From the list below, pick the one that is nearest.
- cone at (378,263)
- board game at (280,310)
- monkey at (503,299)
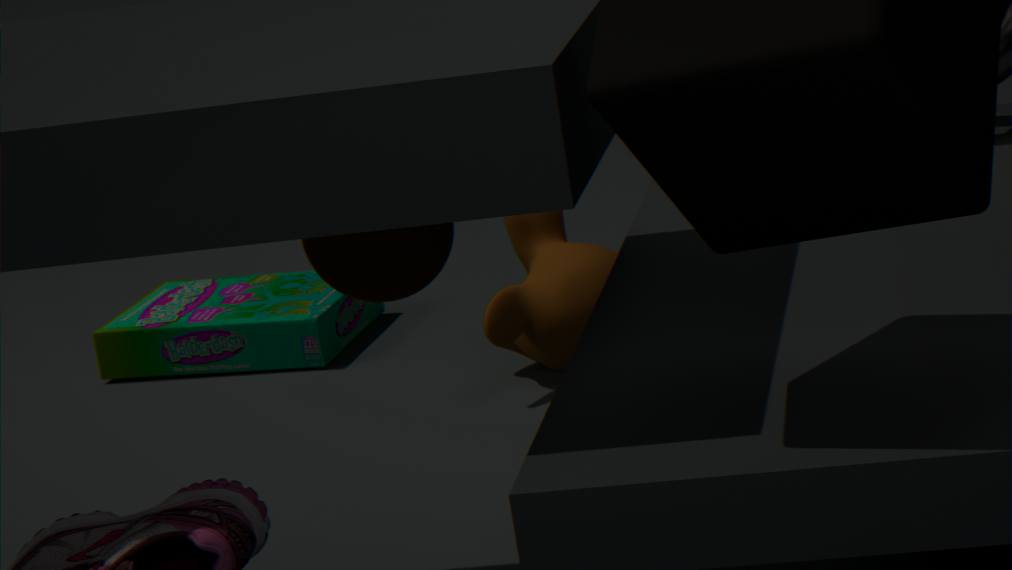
cone at (378,263)
